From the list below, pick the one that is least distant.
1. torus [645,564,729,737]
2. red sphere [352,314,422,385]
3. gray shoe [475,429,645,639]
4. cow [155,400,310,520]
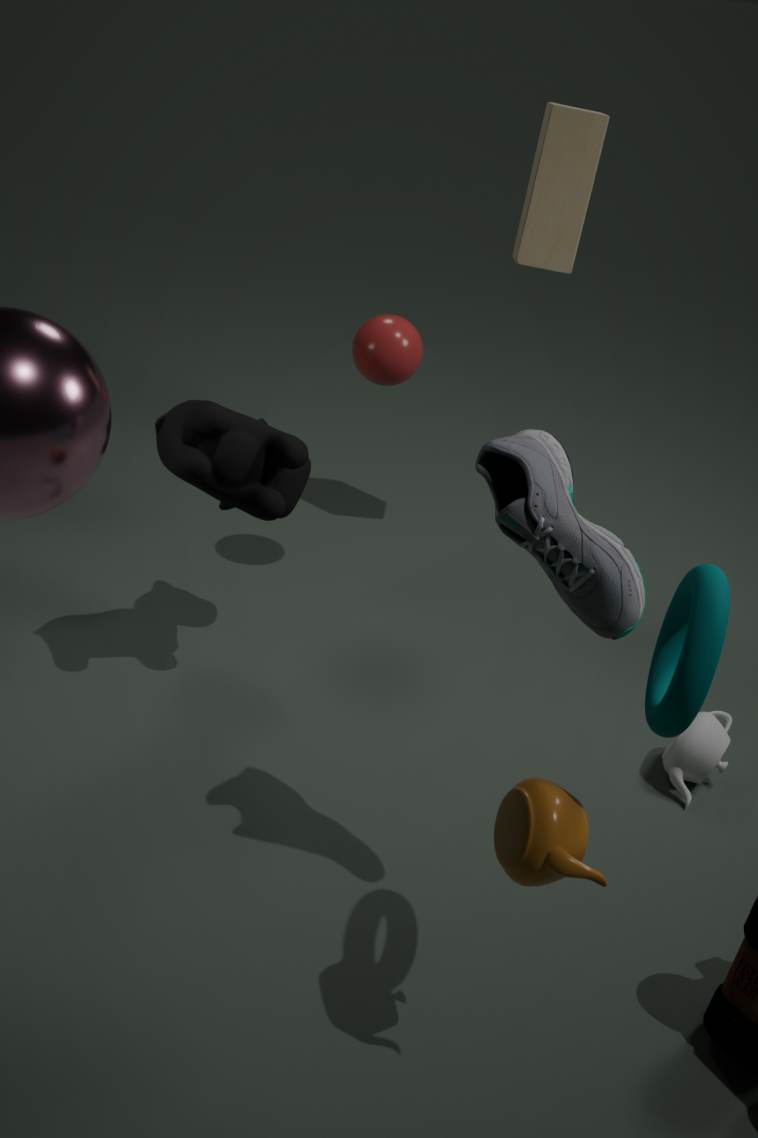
torus [645,564,729,737]
